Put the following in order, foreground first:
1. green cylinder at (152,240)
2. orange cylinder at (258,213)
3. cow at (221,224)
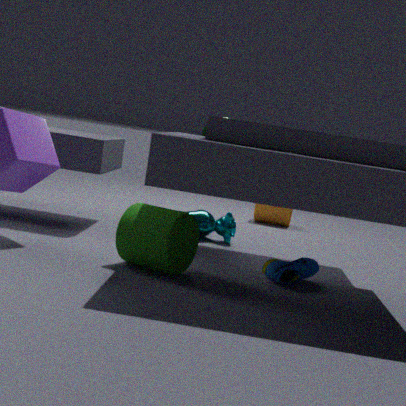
green cylinder at (152,240) → cow at (221,224) → orange cylinder at (258,213)
